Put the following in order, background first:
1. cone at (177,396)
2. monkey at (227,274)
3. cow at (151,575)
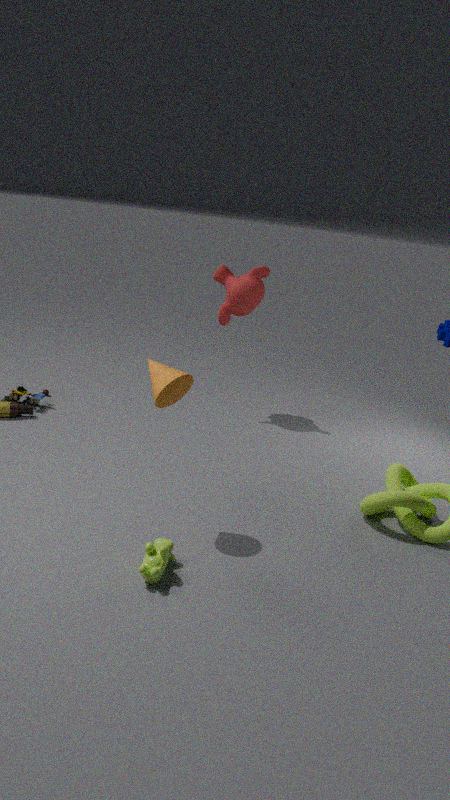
monkey at (227,274) < cone at (177,396) < cow at (151,575)
